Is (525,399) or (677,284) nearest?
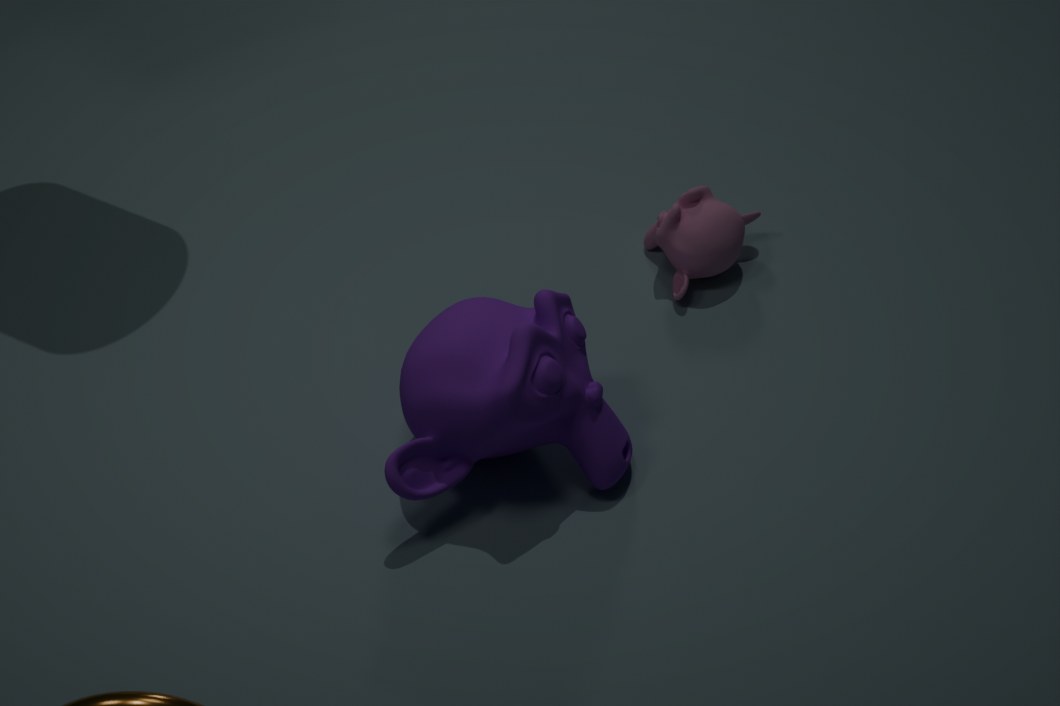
(525,399)
